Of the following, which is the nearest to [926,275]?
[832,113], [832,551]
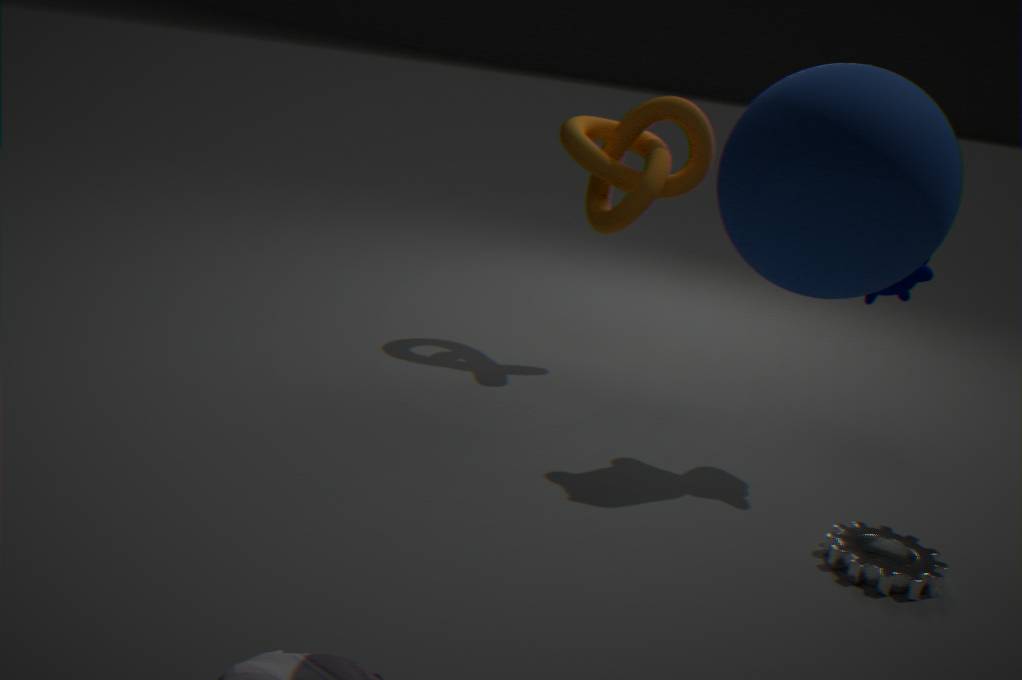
[832,551]
